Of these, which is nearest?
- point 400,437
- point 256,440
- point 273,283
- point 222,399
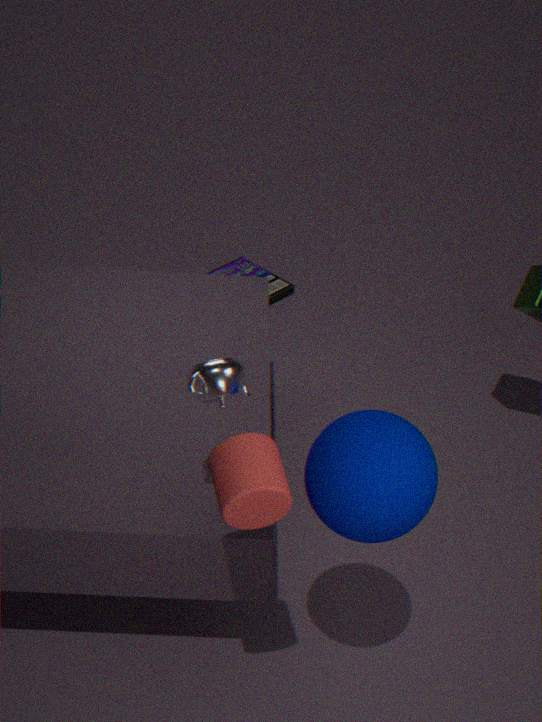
point 256,440
